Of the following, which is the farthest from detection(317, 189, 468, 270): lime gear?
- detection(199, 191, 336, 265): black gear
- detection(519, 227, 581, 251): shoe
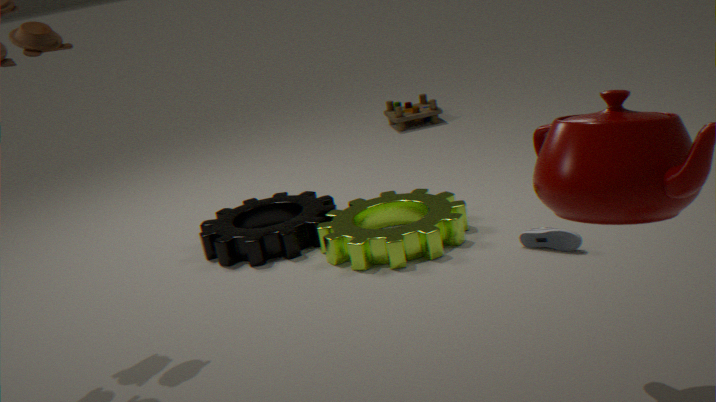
detection(519, 227, 581, 251): shoe
